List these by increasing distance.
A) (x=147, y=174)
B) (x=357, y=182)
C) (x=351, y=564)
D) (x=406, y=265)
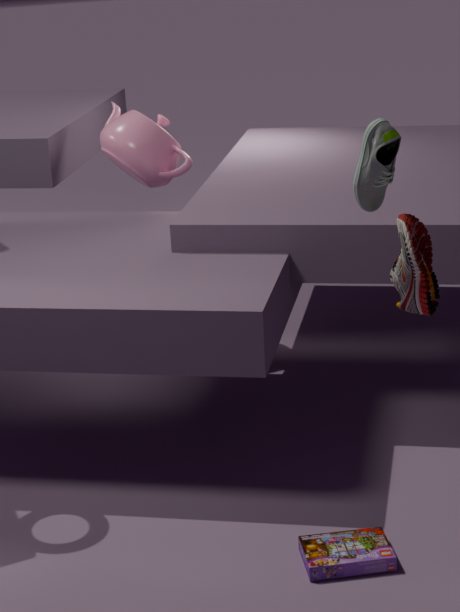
(x=406, y=265), (x=357, y=182), (x=351, y=564), (x=147, y=174)
